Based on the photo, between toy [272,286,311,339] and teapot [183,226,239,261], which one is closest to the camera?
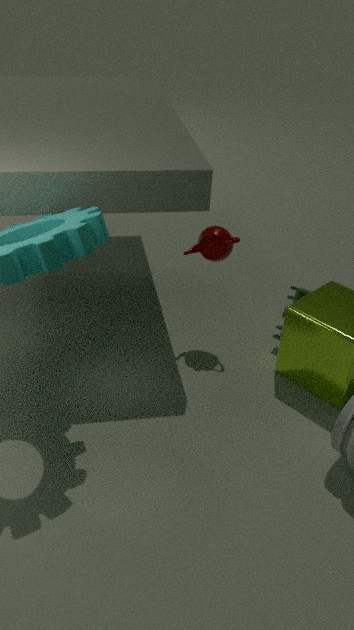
teapot [183,226,239,261]
